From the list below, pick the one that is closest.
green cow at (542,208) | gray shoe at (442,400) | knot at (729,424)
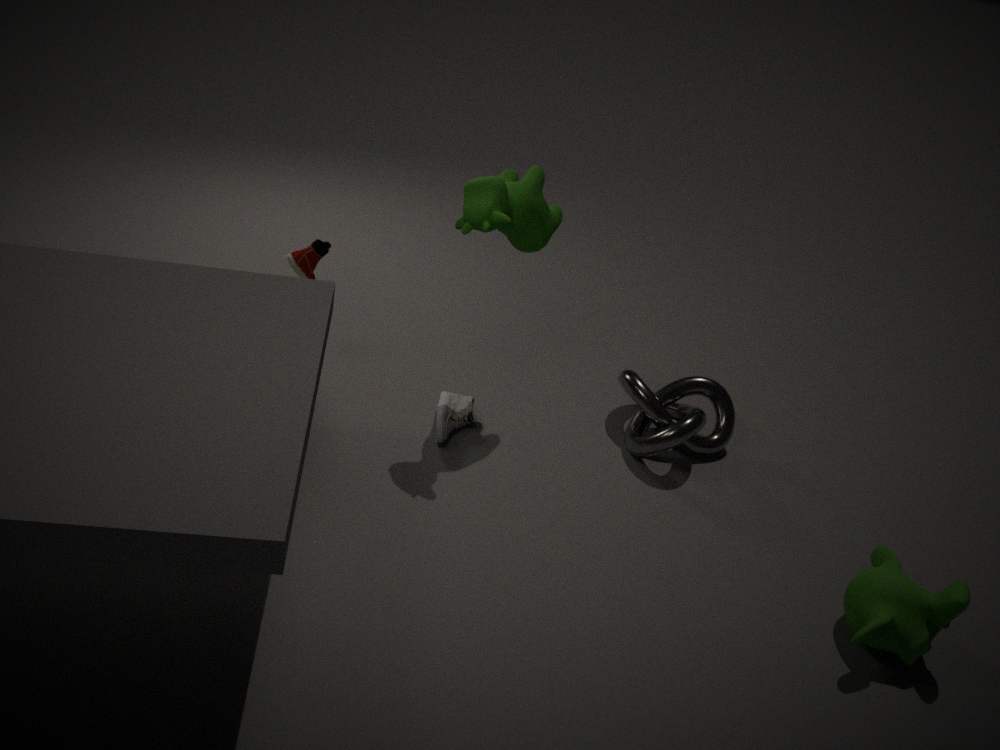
green cow at (542,208)
